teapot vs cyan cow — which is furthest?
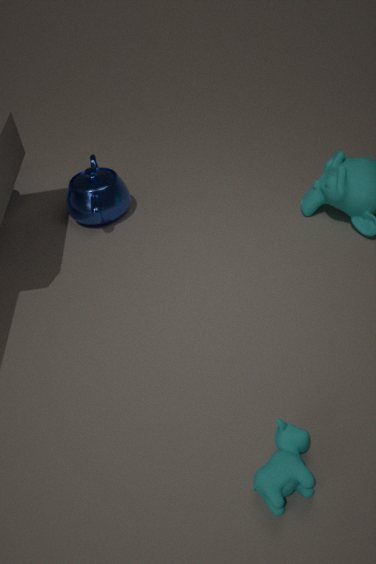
teapot
